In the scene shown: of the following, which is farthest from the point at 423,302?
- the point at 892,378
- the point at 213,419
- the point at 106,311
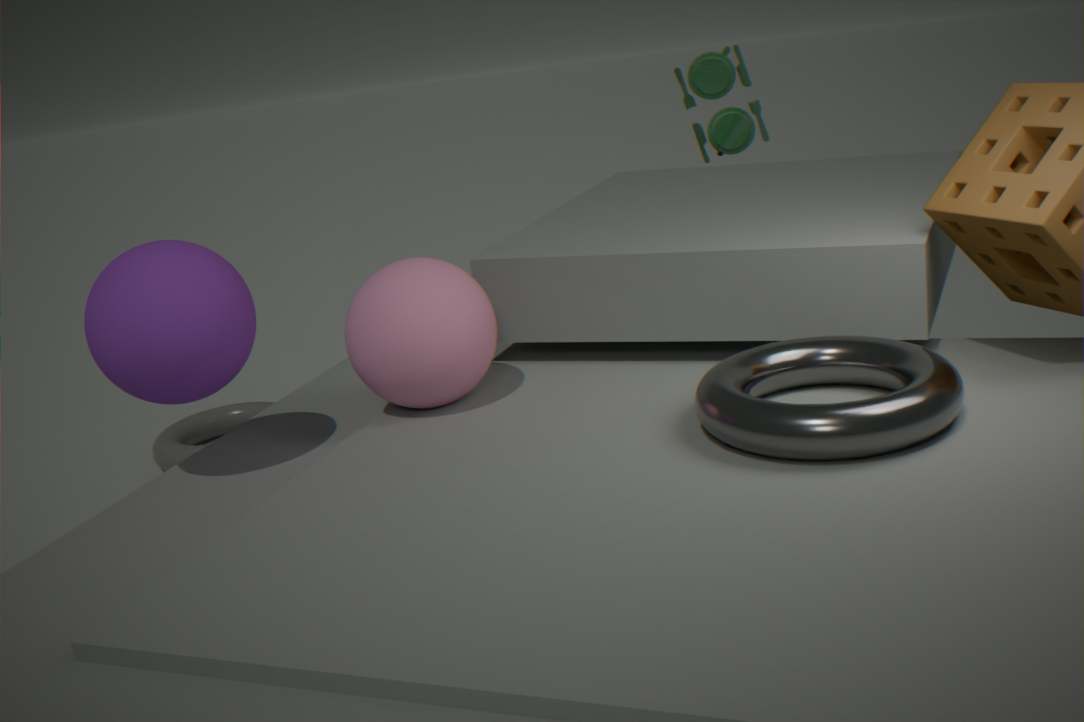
the point at 213,419
